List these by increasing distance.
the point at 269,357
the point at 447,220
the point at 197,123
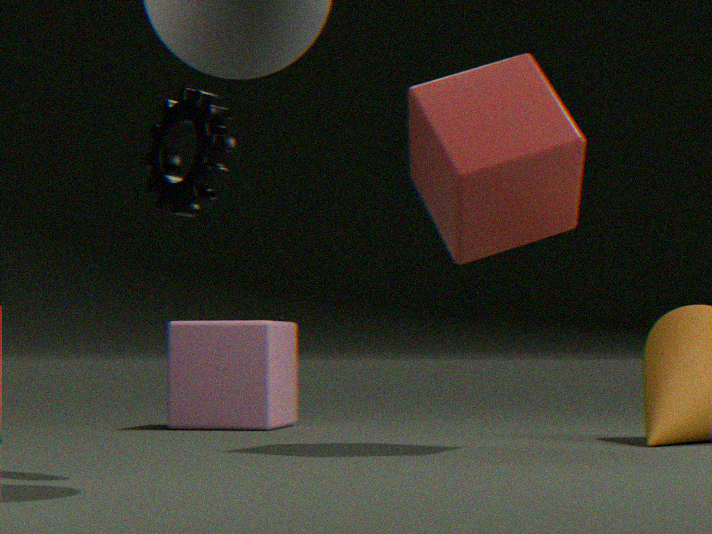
1. the point at 197,123
2. the point at 447,220
3. the point at 269,357
